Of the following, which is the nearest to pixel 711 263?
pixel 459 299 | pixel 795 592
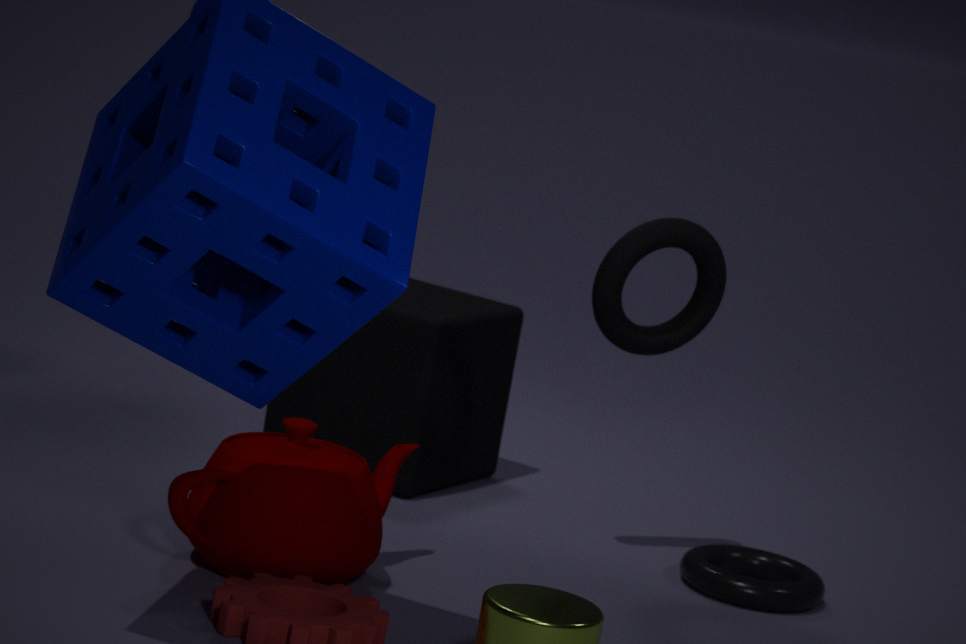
pixel 795 592
